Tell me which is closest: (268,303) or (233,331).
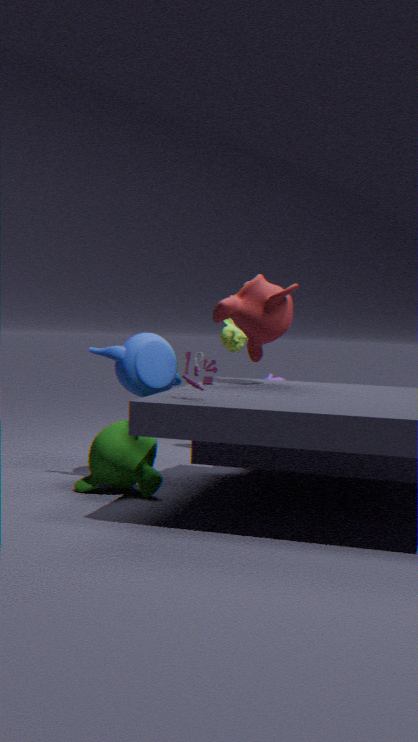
(268,303)
